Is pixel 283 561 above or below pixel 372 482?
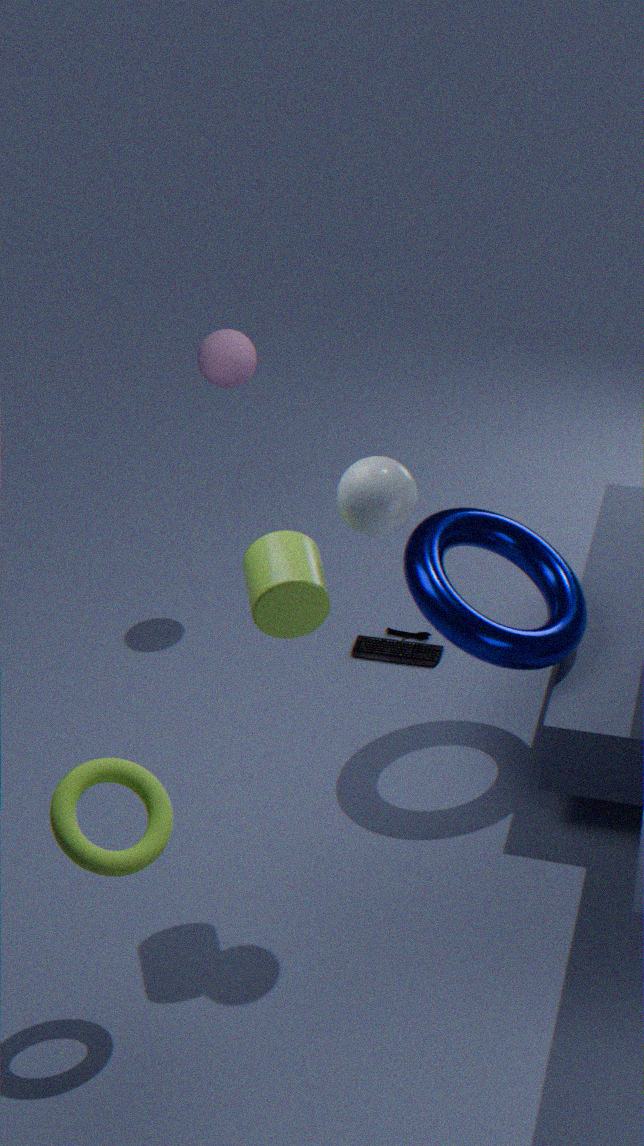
below
